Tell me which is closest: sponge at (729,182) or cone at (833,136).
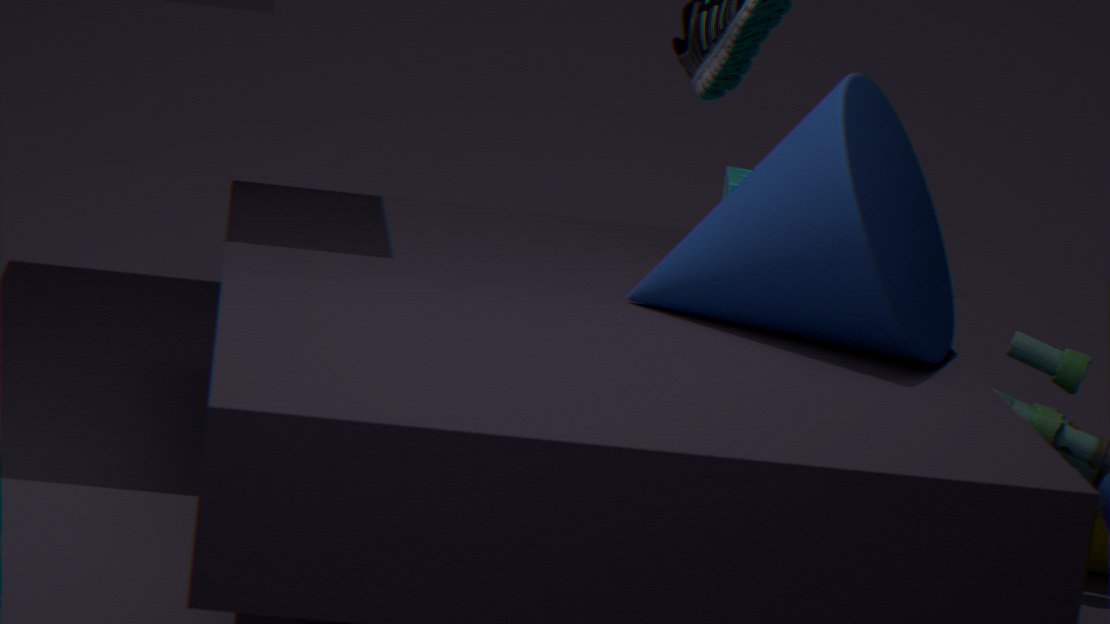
cone at (833,136)
